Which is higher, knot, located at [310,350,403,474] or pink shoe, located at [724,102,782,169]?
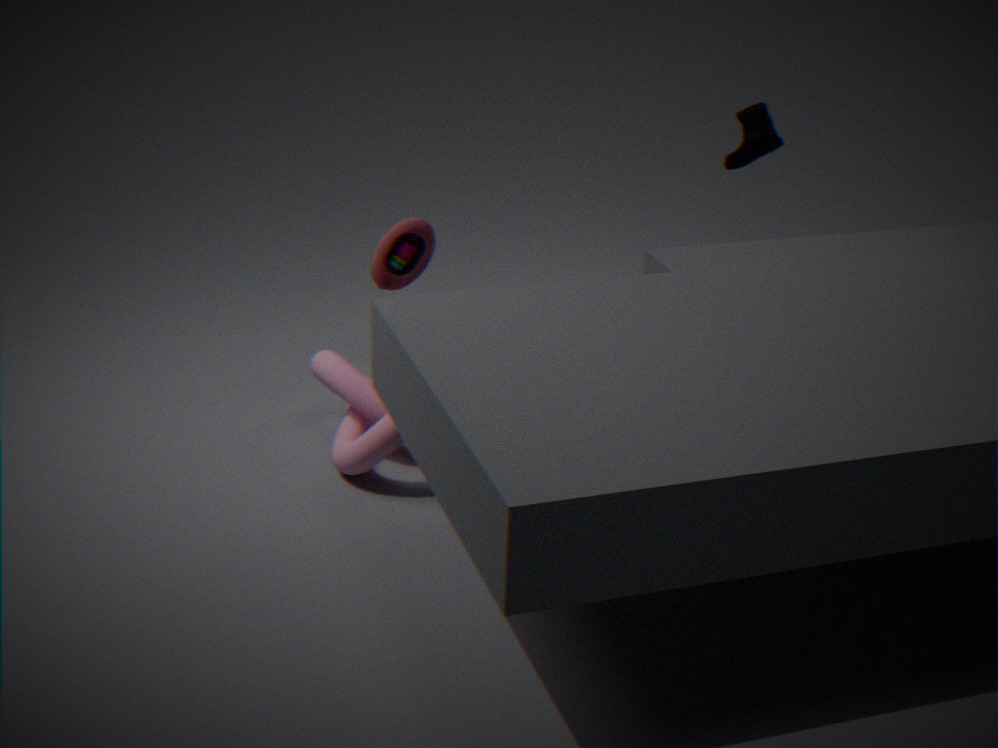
pink shoe, located at [724,102,782,169]
